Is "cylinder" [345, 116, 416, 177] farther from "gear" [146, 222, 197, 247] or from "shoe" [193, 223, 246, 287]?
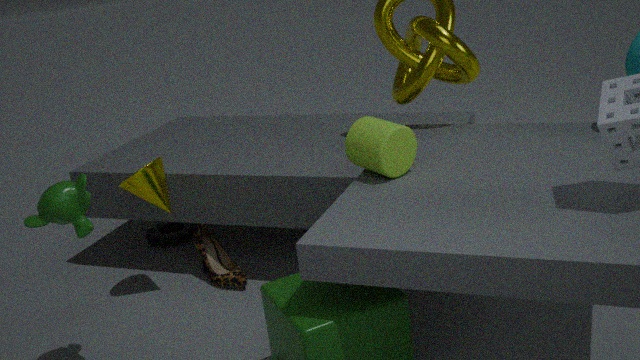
"gear" [146, 222, 197, 247]
